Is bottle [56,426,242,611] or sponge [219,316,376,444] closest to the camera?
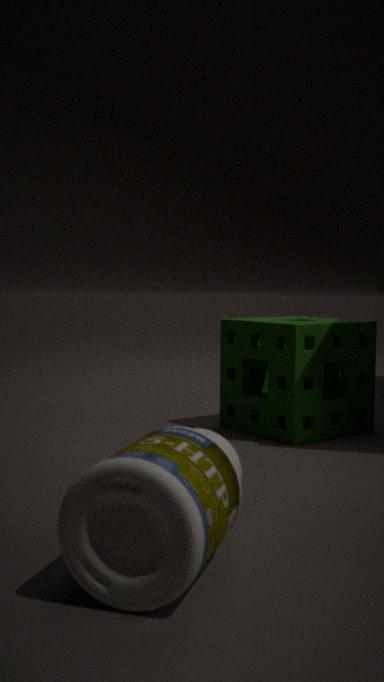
bottle [56,426,242,611]
